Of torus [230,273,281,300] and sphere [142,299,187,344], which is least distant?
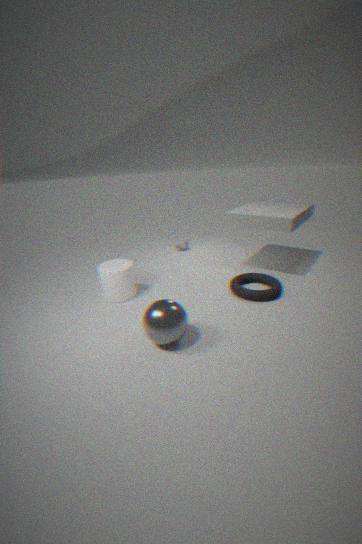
sphere [142,299,187,344]
